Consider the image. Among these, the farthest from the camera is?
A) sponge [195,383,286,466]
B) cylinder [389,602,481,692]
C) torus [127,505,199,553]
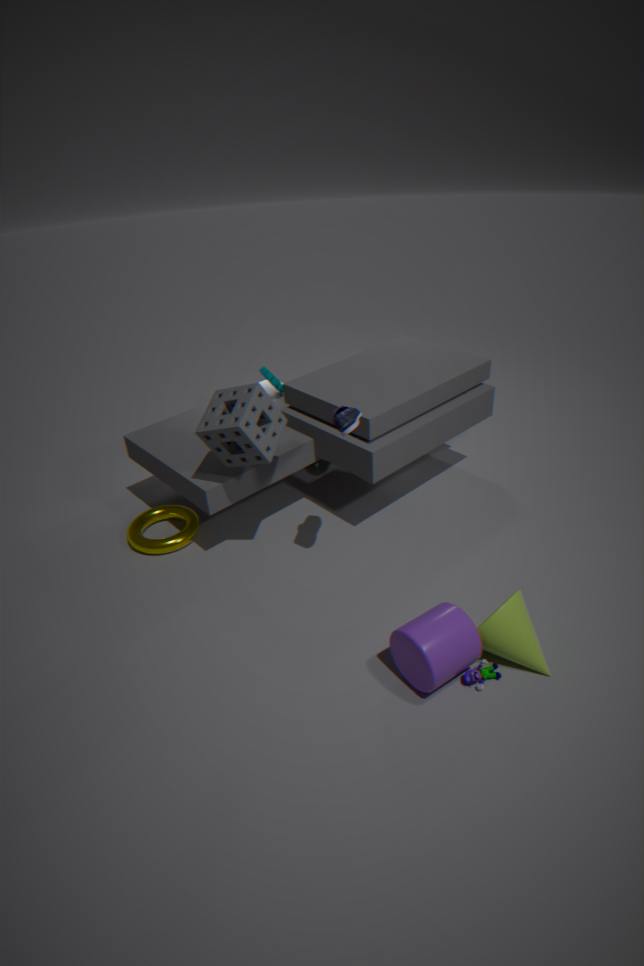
torus [127,505,199,553]
